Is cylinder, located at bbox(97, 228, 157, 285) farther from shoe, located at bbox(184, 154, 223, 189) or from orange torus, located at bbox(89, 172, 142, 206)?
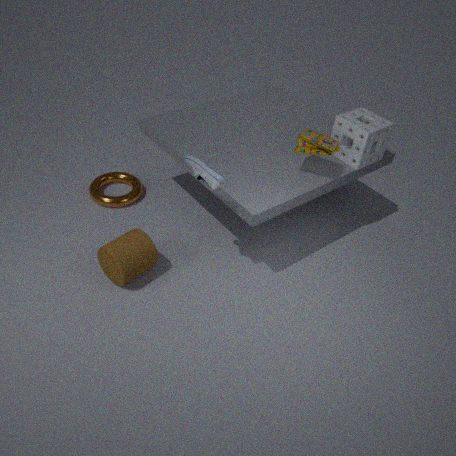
shoe, located at bbox(184, 154, 223, 189)
